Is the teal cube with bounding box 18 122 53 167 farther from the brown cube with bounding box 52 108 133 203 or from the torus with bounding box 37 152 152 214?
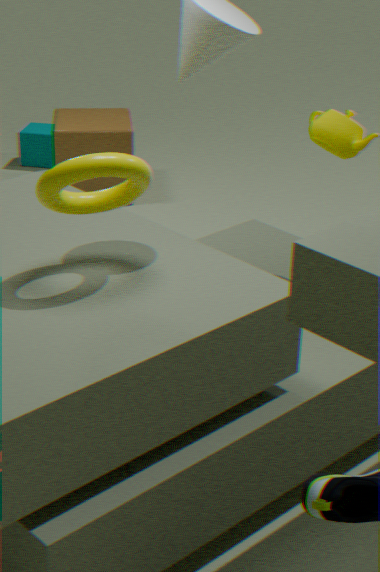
the torus with bounding box 37 152 152 214
